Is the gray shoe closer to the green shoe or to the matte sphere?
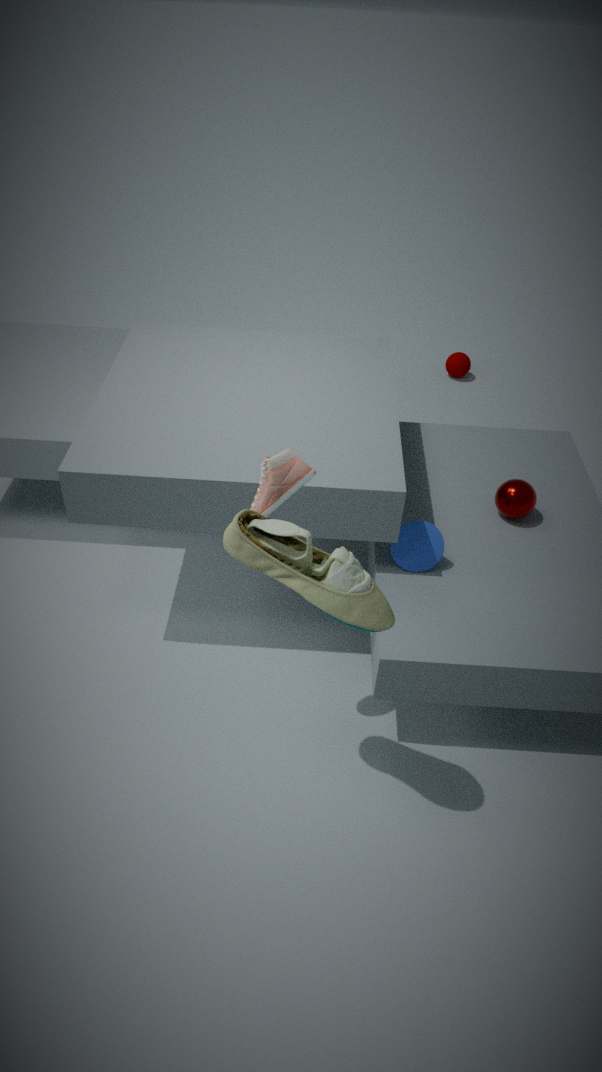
the green shoe
